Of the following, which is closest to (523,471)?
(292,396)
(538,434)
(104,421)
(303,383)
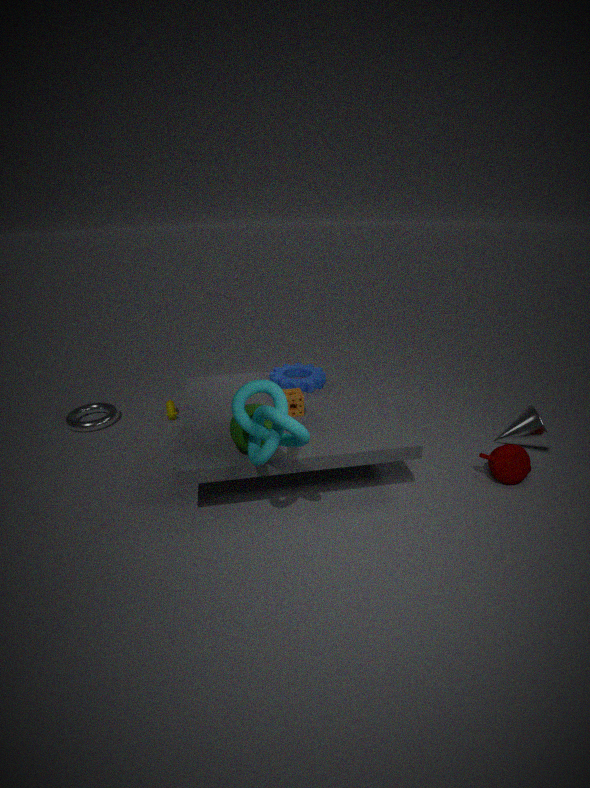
(538,434)
